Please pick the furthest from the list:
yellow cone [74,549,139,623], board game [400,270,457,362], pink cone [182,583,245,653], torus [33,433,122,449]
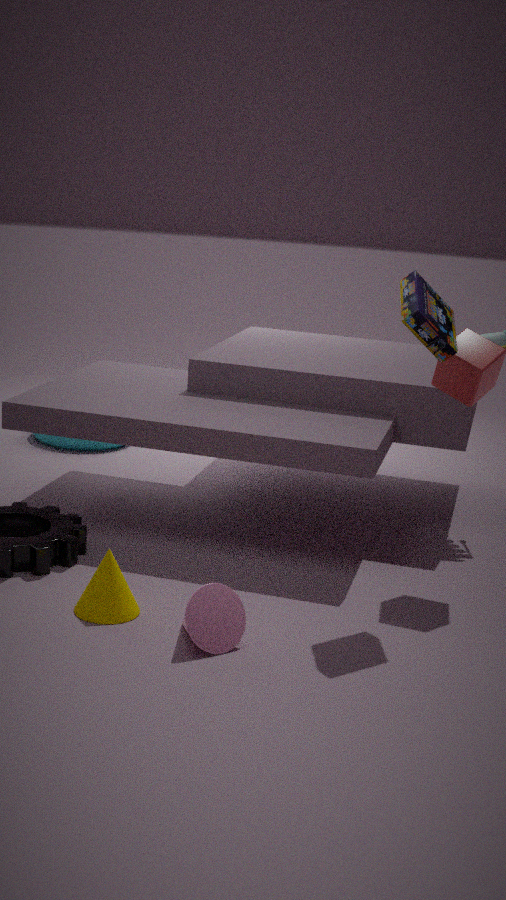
torus [33,433,122,449]
